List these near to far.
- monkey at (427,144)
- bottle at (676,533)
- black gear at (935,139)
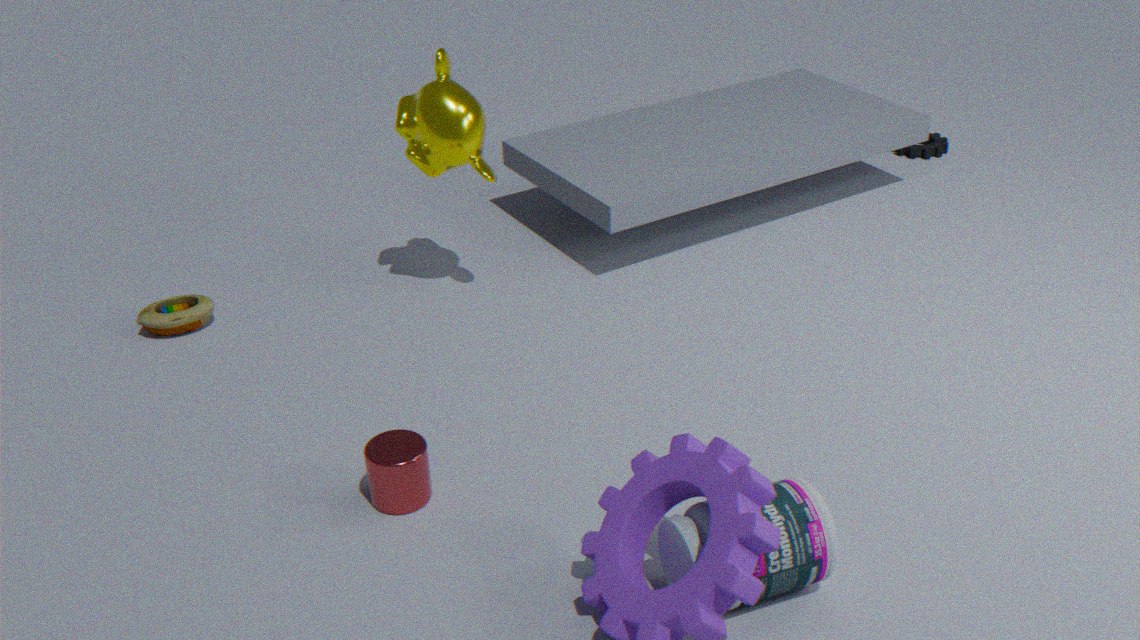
bottle at (676,533)
monkey at (427,144)
black gear at (935,139)
